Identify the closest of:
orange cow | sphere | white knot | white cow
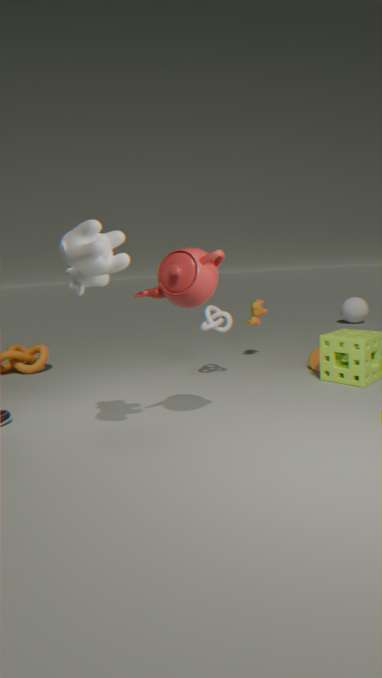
white cow
